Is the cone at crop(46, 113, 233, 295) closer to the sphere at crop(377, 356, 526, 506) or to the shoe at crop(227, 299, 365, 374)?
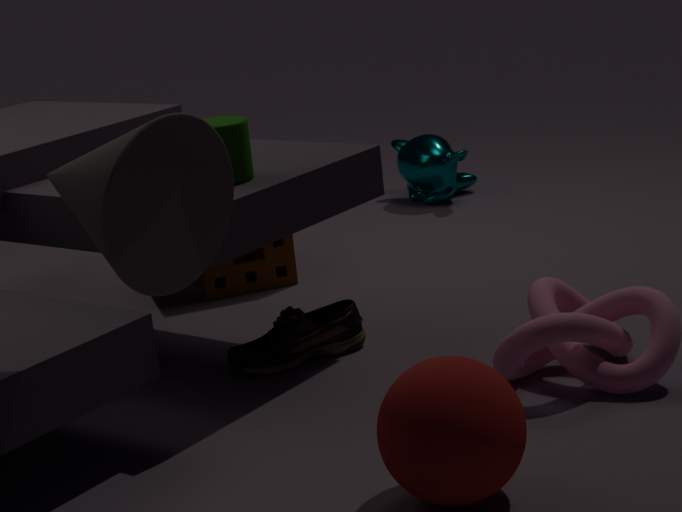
the sphere at crop(377, 356, 526, 506)
